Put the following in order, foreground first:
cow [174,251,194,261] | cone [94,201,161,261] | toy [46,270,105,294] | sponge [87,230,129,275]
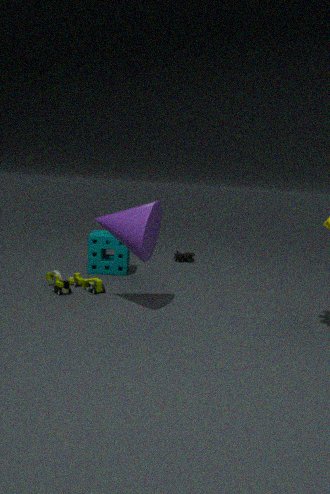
cone [94,201,161,261] < toy [46,270,105,294] < sponge [87,230,129,275] < cow [174,251,194,261]
